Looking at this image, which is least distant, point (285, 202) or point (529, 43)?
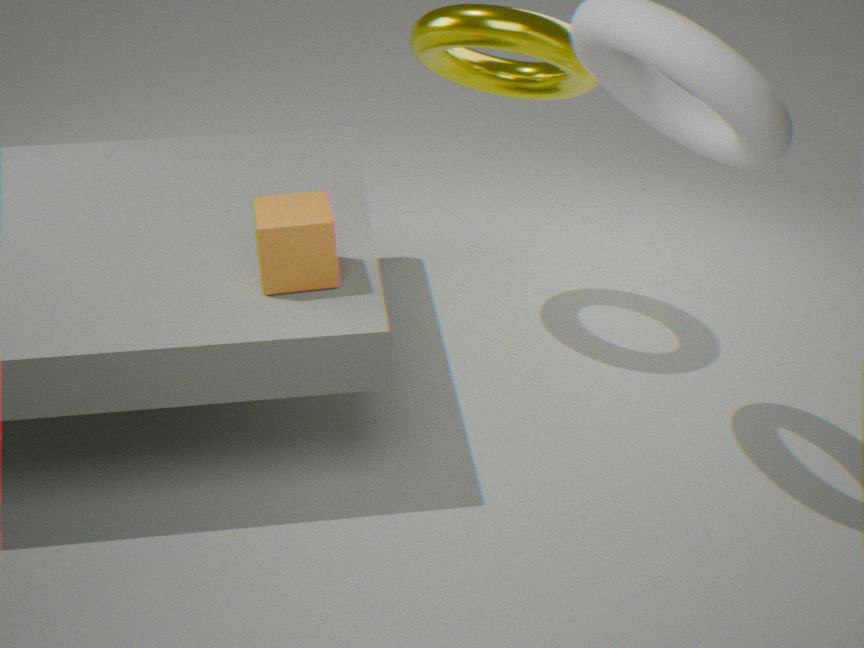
point (285, 202)
